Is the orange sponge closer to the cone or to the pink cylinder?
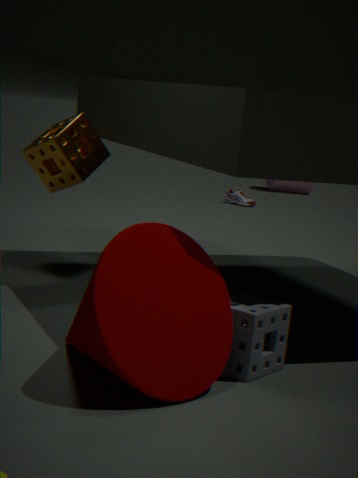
the cone
